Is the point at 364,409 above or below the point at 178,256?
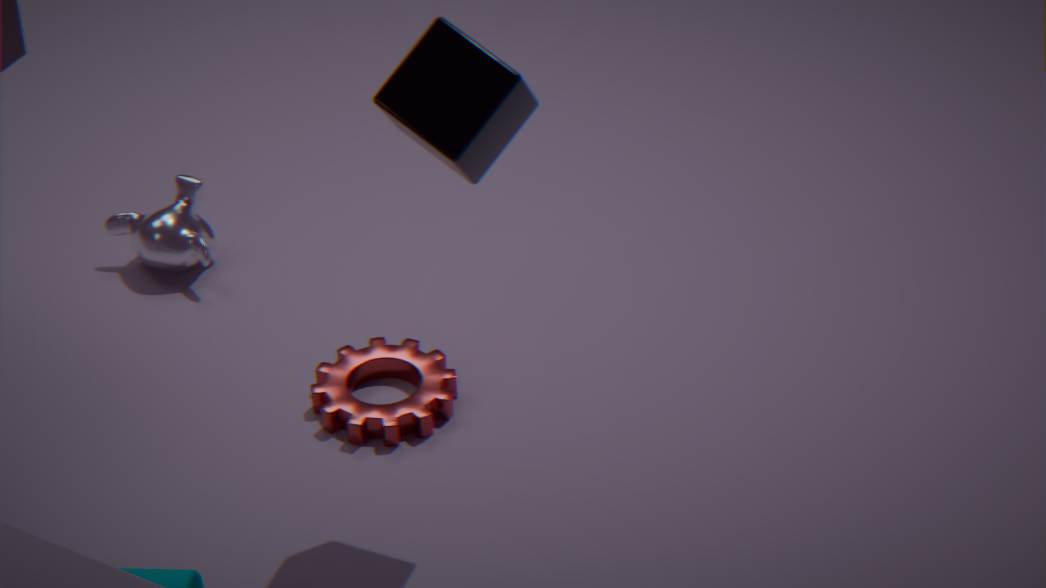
below
